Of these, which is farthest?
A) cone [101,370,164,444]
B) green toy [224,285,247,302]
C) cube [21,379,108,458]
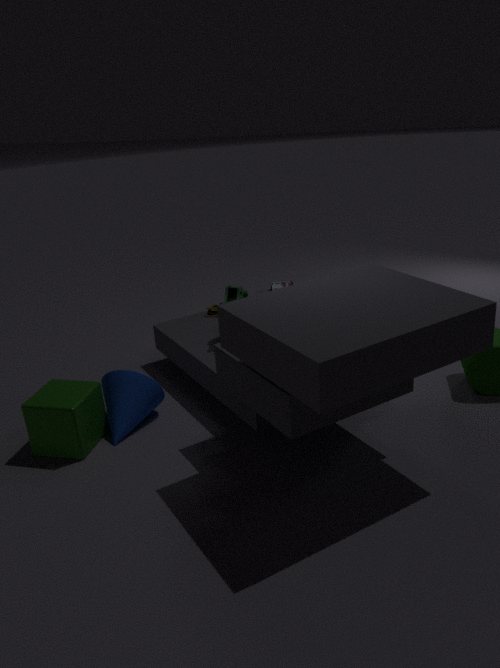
green toy [224,285,247,302]
